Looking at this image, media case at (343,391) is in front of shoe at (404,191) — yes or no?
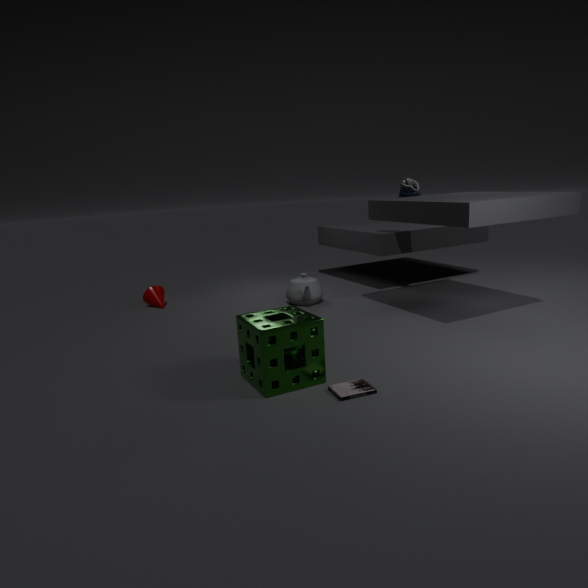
Yes
